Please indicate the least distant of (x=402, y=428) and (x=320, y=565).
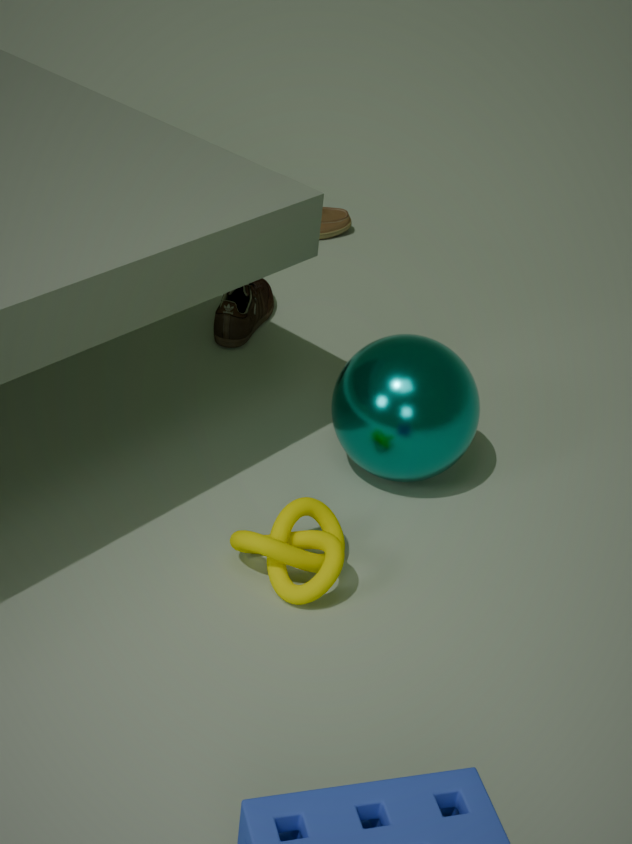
(x=320, y=565)
